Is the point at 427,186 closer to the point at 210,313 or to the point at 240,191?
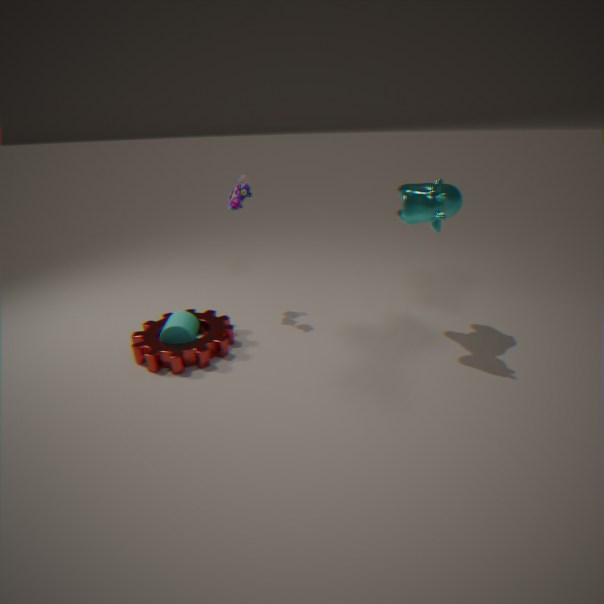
the point at 240,191
